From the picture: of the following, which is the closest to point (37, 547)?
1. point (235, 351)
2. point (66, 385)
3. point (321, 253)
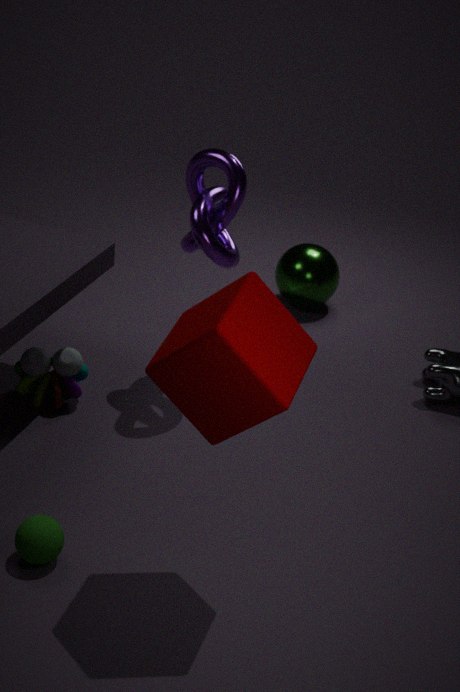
point (235, 351)
